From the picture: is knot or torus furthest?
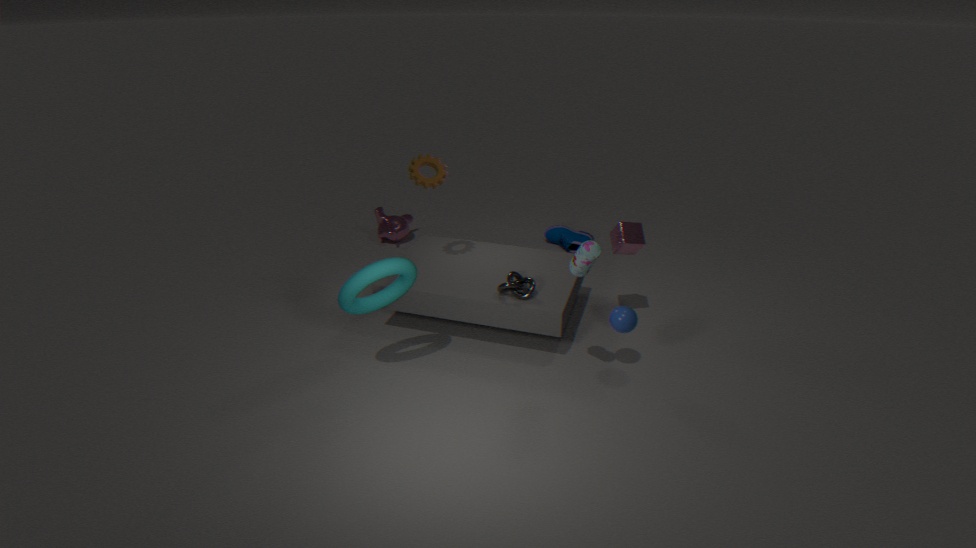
knot
